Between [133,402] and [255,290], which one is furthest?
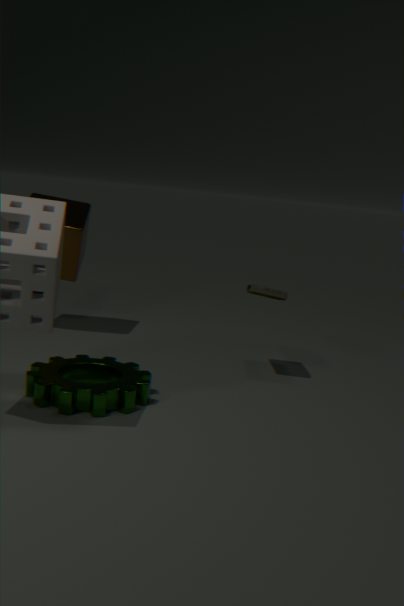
[255,290]
